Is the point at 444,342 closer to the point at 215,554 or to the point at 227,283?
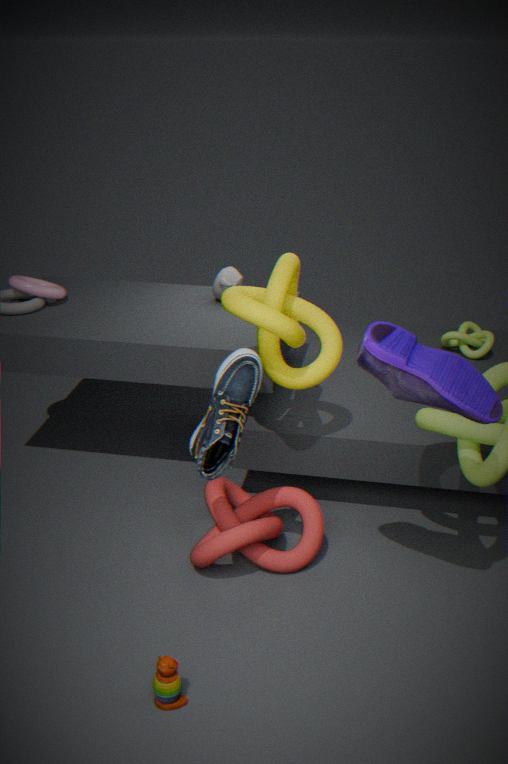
the point at 227,283
